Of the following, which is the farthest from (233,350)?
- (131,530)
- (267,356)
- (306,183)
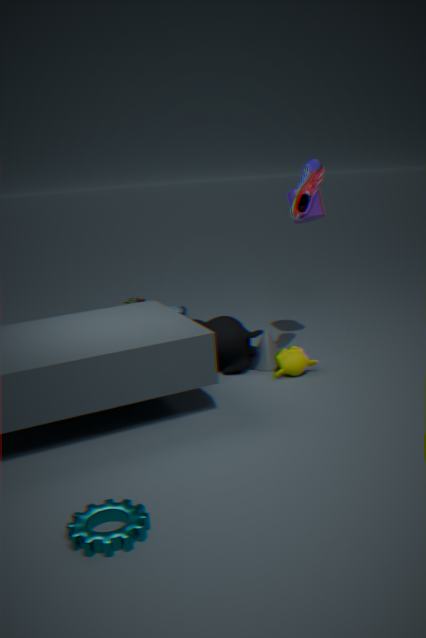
(131,530)
